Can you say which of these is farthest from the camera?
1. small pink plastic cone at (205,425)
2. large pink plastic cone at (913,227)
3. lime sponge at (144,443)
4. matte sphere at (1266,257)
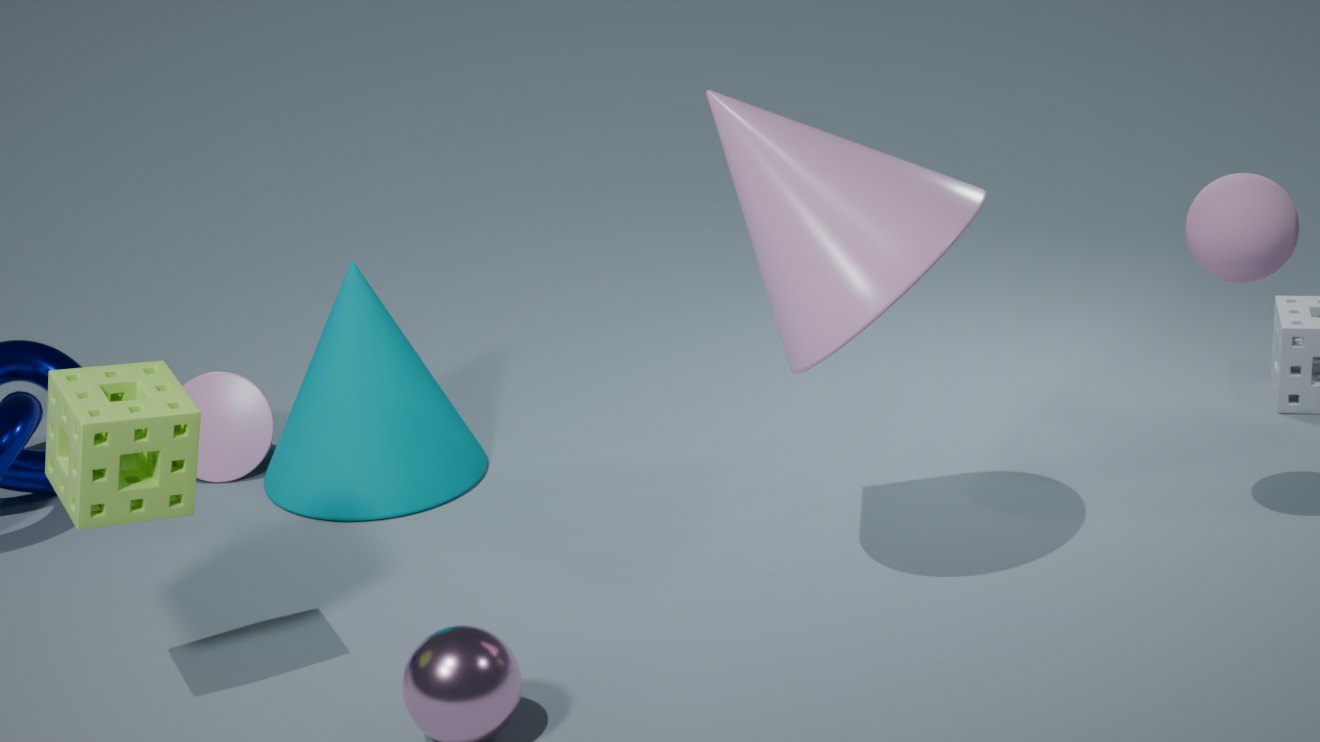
small pink plastic cone at (205,425)
